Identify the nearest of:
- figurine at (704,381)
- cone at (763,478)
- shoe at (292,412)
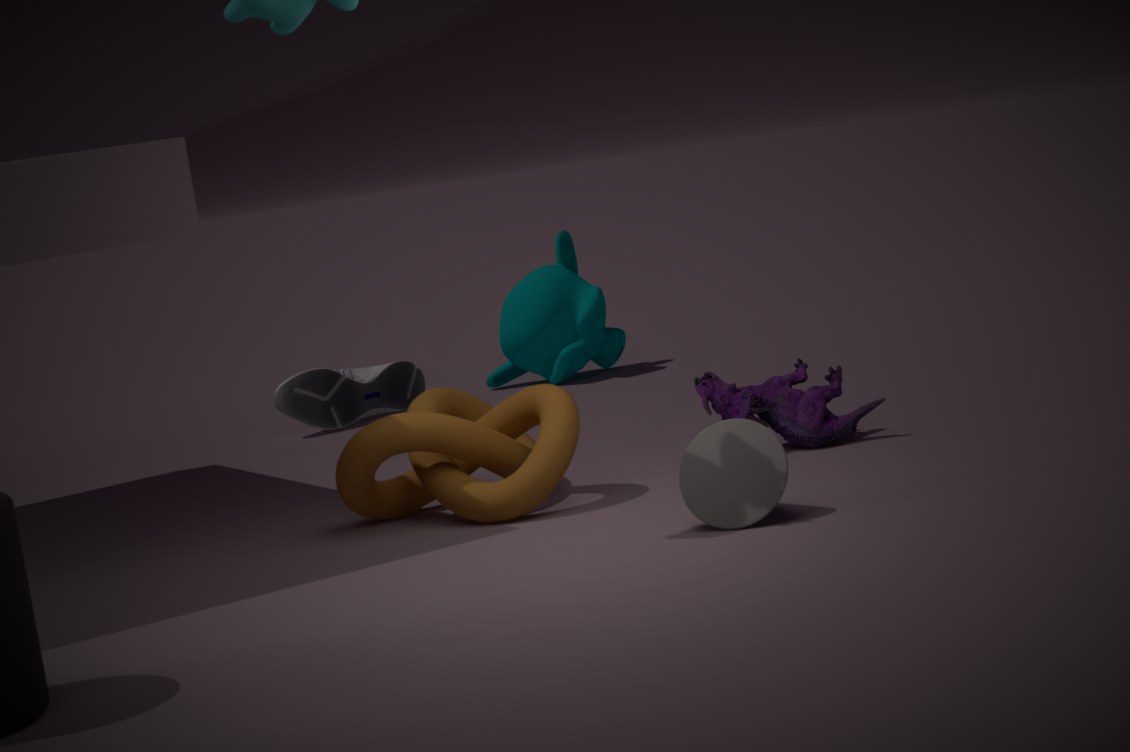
cone at (763,478)
